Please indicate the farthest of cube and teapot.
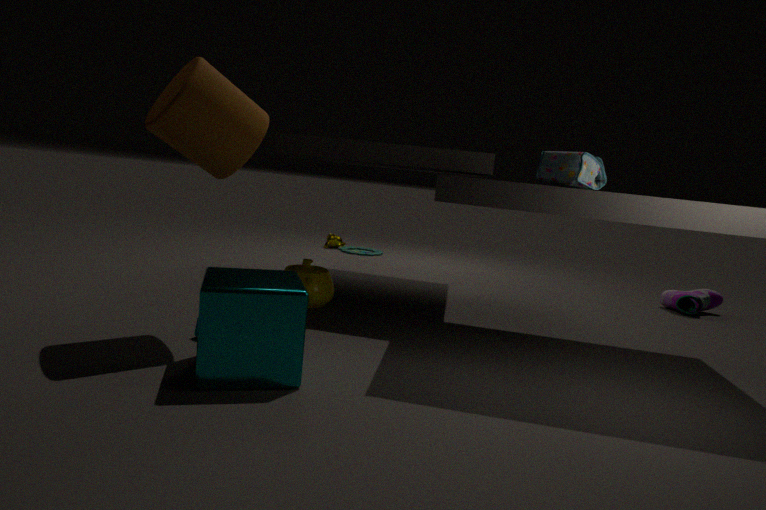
teapot
